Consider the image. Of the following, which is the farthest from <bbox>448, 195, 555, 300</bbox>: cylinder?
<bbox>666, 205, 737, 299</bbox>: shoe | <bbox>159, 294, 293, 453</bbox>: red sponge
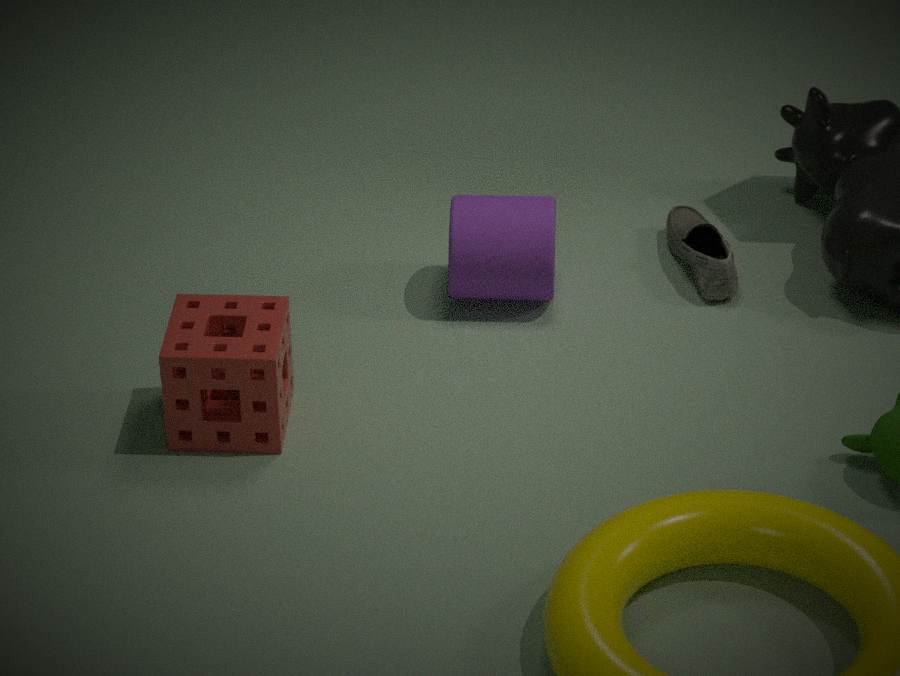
<bbox>159, 294, 293, 453</bbox>: red sponge
